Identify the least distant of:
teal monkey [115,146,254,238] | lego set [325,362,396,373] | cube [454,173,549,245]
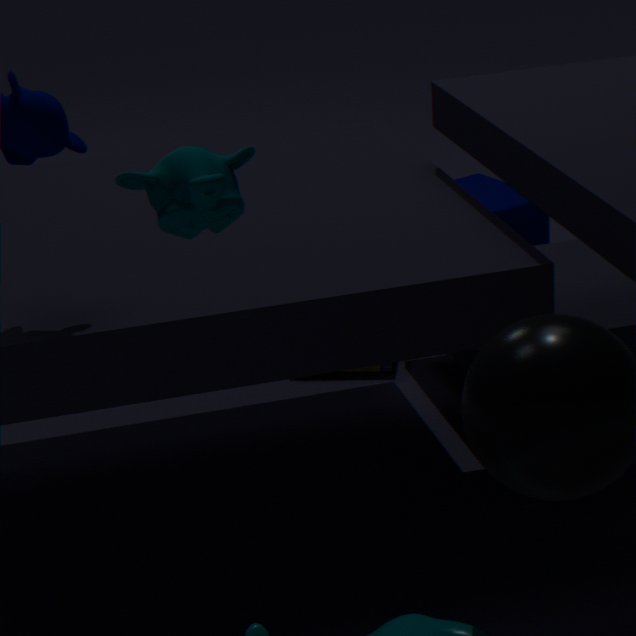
teal monkey [115,146,254,238]
